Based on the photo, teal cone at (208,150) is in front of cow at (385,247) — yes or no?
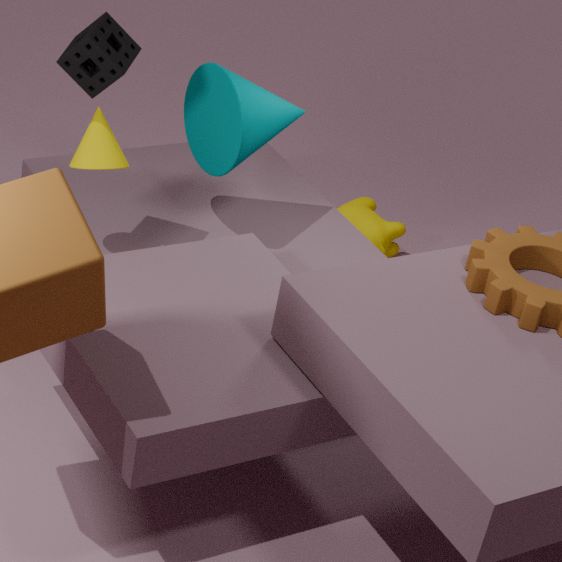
Yes
